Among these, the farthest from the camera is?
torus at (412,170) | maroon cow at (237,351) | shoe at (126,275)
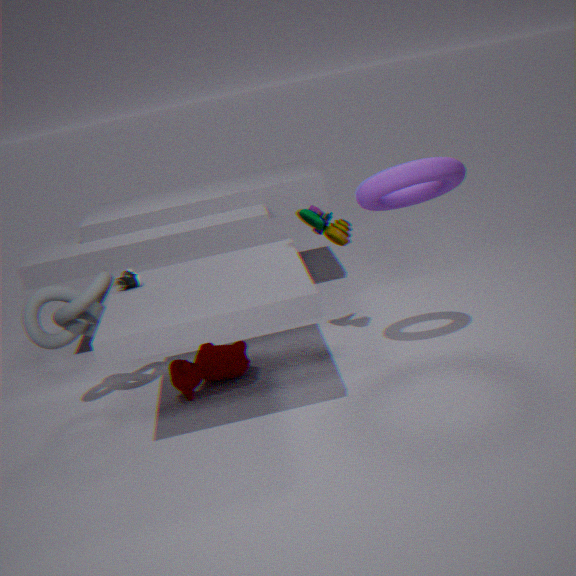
maroon cow at (237,351)
